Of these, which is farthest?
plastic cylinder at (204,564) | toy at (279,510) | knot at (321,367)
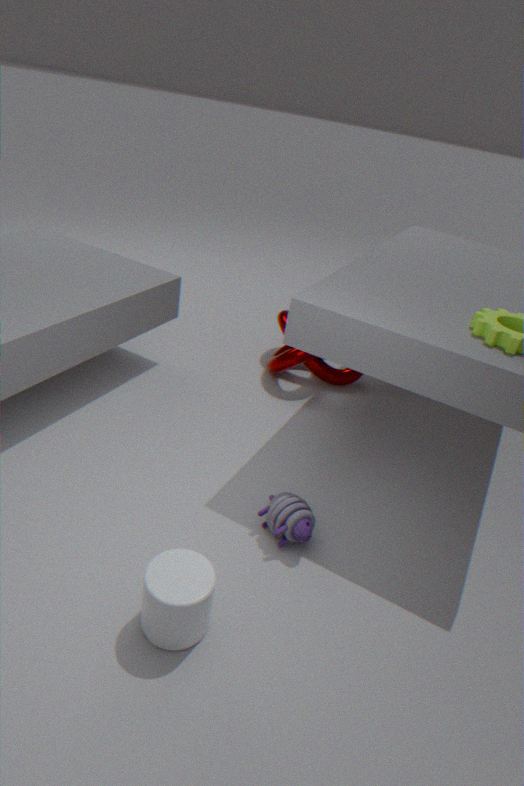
knot at (321,367)
